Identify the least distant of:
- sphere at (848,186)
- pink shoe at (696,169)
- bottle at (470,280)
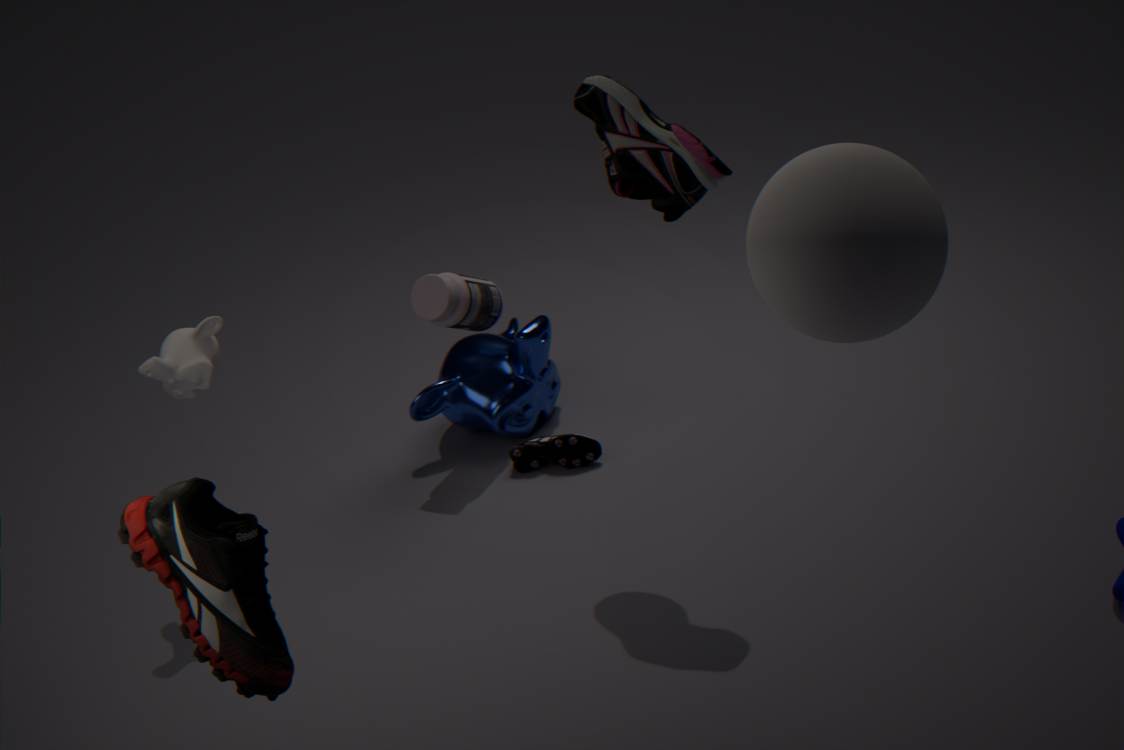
sphere at (848,186)
